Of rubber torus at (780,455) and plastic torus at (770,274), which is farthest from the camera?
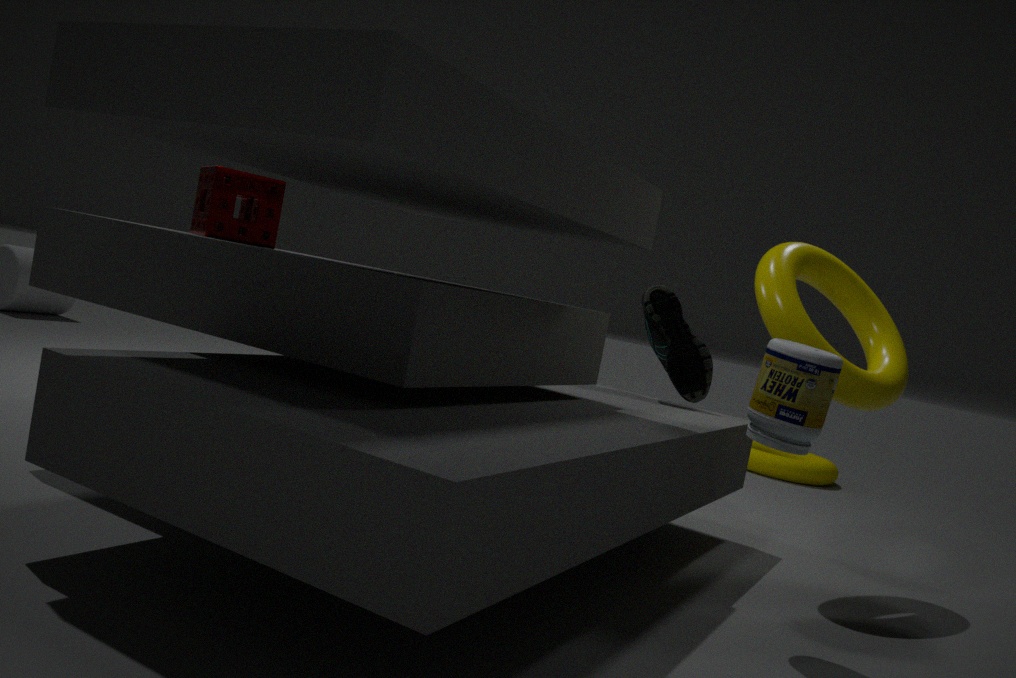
rubber torus at (780,455)
